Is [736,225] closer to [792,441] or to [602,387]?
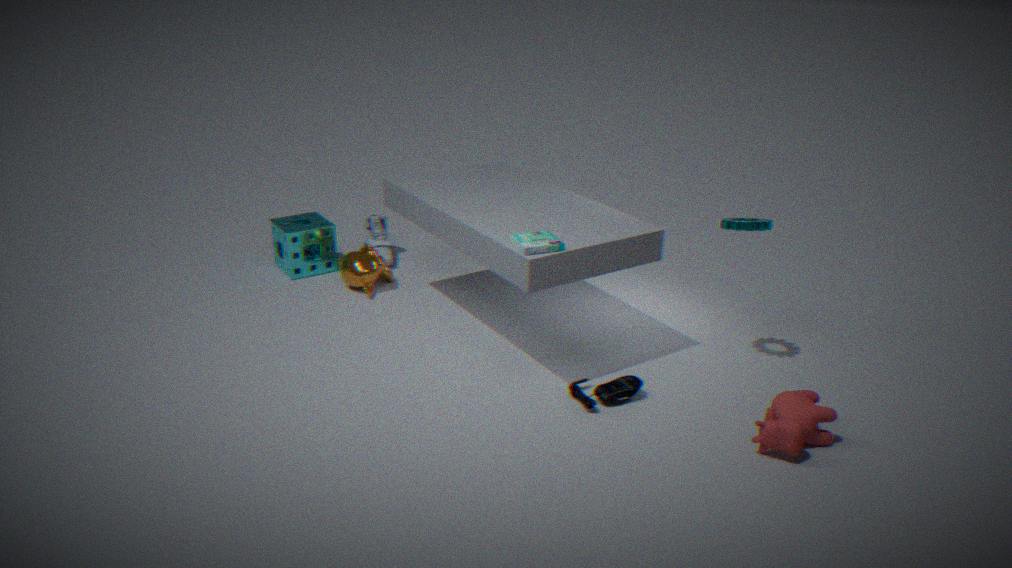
[792,441]
